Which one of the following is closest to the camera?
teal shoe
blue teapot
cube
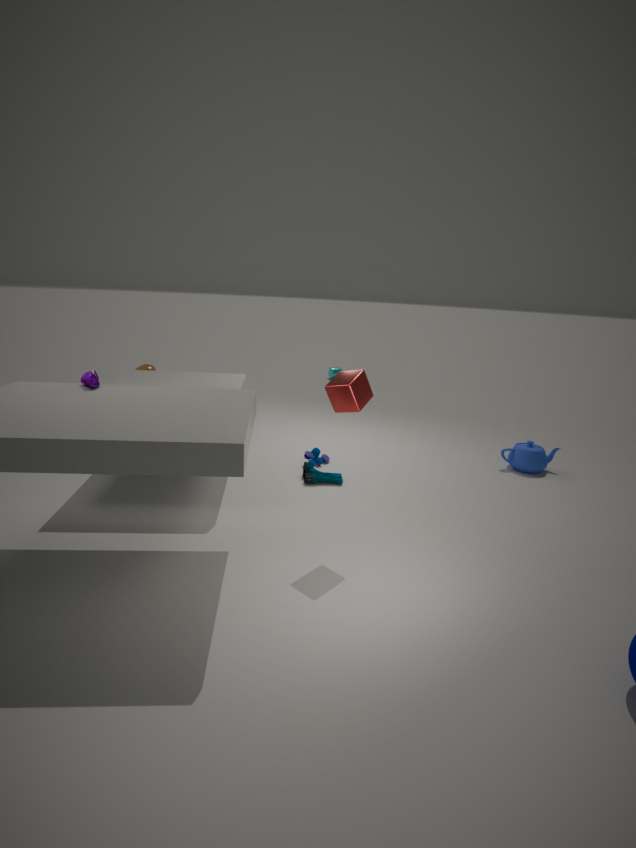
cube
